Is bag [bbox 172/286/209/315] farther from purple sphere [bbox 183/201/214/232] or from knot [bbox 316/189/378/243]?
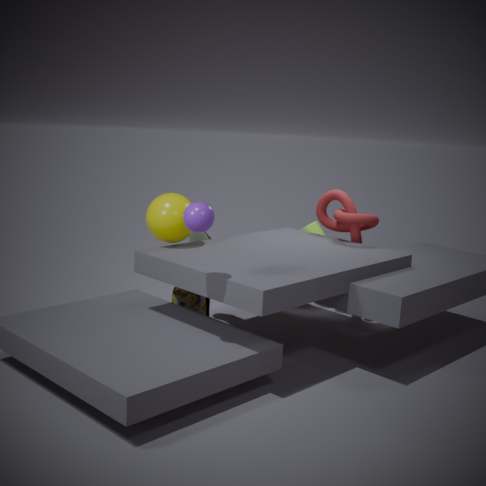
purple sphere [bbox 183/201/214/232]
